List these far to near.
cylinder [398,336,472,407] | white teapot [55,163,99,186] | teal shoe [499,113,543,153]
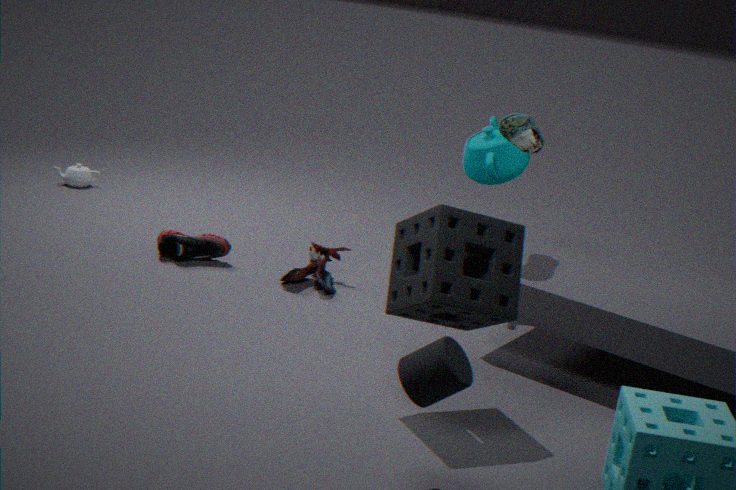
white teapot [55,163,99,186], teal shoe [499,113,543,153], cylinder [398,336,472,407]
